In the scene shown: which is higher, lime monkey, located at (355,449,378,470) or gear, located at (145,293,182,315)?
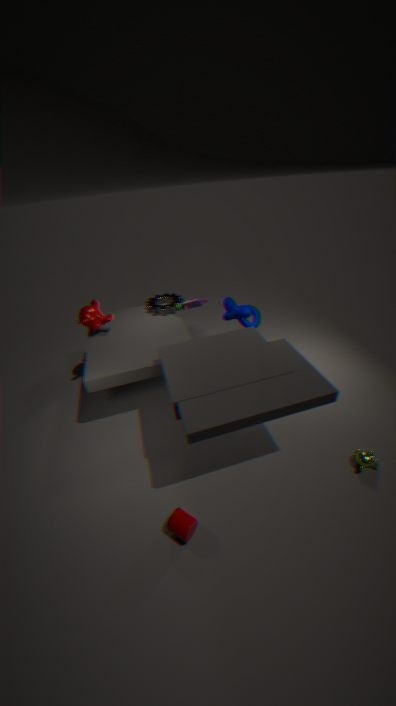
gear, located at (145,293,182,315)
